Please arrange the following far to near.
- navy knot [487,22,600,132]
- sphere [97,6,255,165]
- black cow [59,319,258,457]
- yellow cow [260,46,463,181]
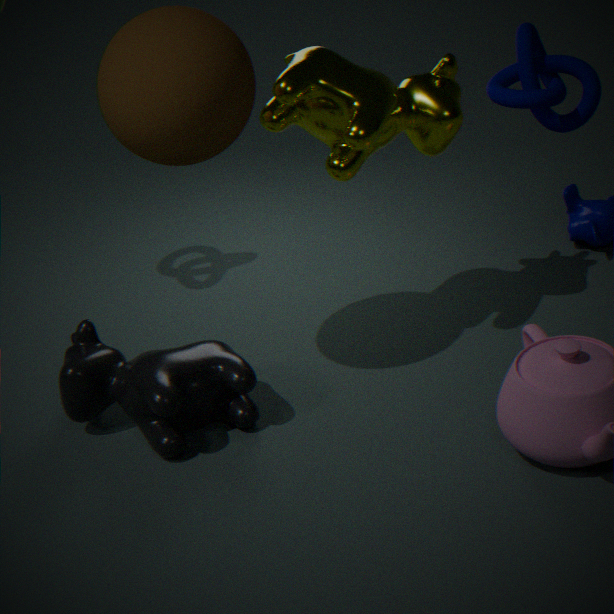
black cow [59,319,258,457], yellow cow [260,46,463,181], navy knot [487,22,600,132], sphere [97,6,255,165]
